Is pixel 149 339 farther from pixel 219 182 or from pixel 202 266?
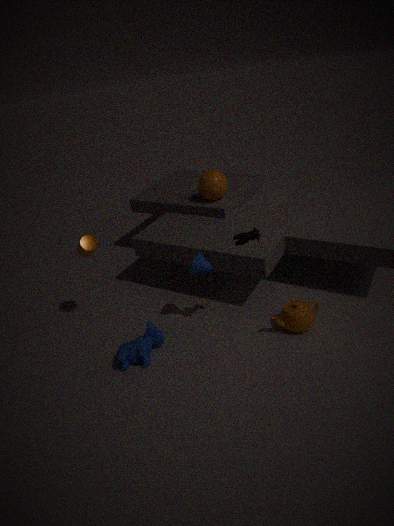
pixel 219 182
